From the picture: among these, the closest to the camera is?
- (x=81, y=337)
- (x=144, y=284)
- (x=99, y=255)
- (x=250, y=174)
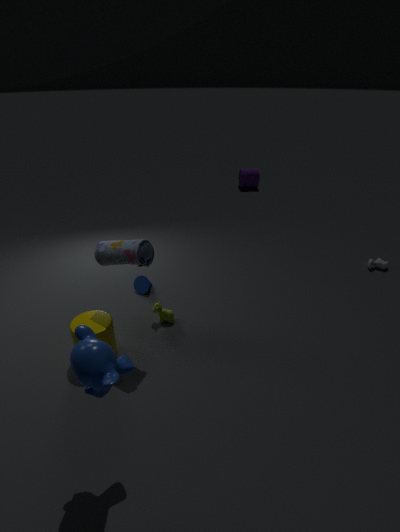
(x=81, y=337)
